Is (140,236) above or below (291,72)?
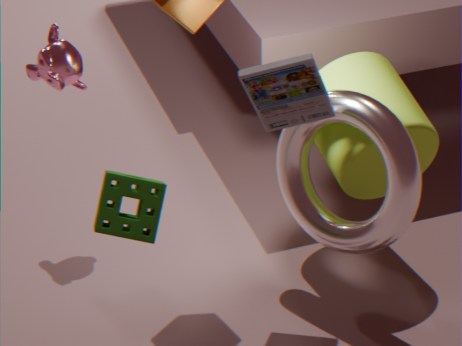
below
